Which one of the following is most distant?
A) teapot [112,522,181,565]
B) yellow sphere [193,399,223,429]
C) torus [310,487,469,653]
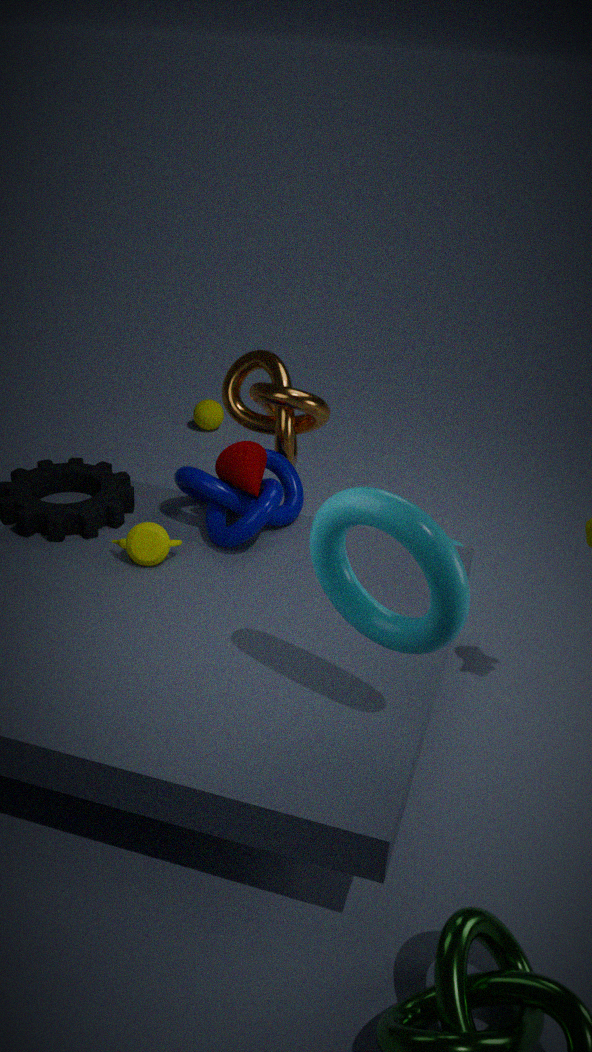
yellow sphere [193,399,223,429]
